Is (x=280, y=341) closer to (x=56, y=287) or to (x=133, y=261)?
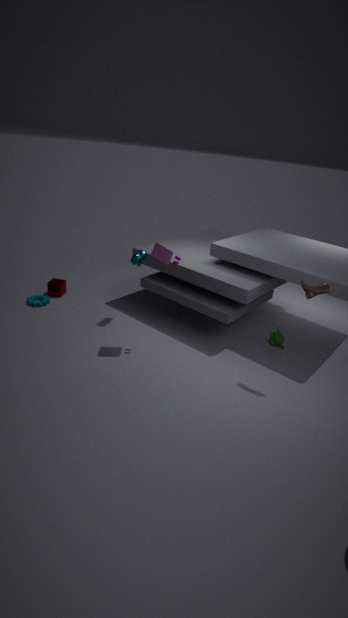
(x=133, y=261)
